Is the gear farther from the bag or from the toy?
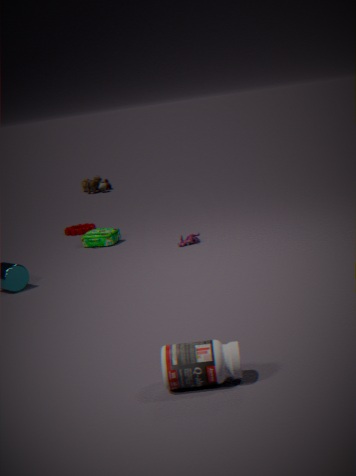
the toy
